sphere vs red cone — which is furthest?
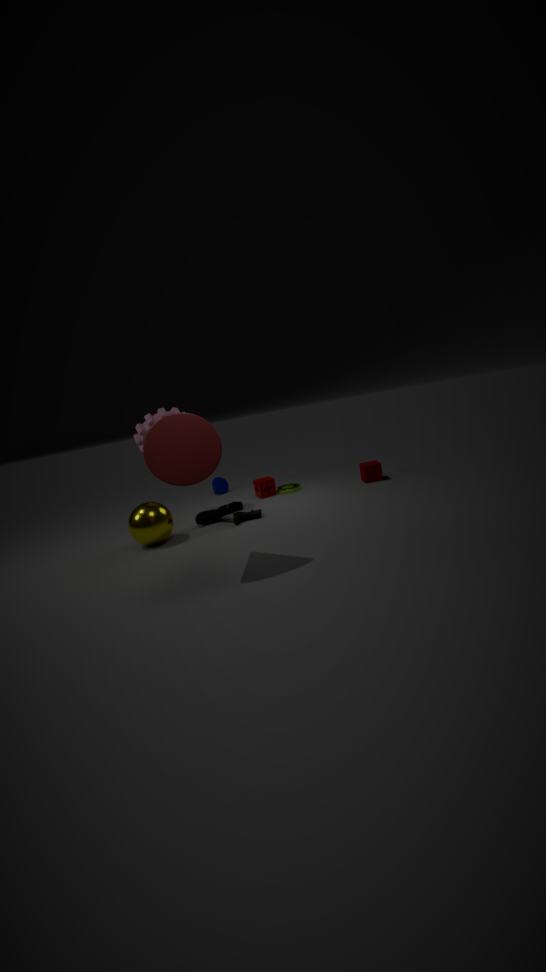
sphere
